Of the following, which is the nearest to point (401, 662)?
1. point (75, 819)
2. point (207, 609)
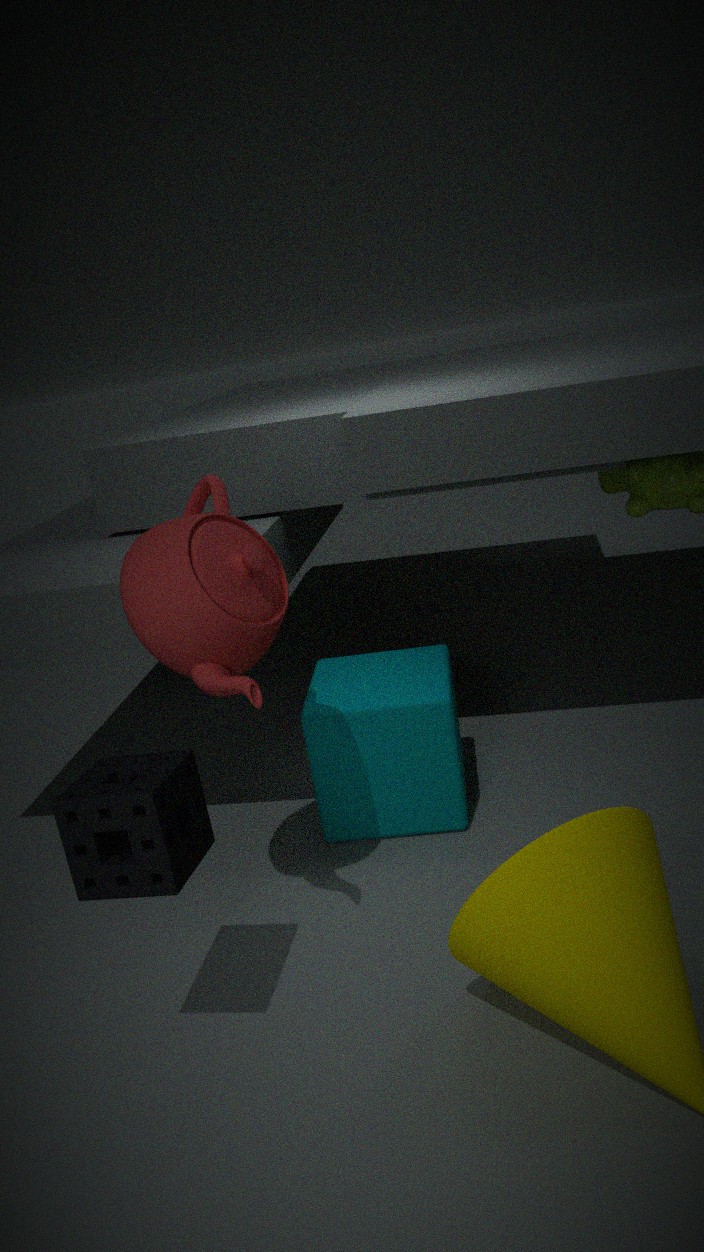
point (207, 609)
